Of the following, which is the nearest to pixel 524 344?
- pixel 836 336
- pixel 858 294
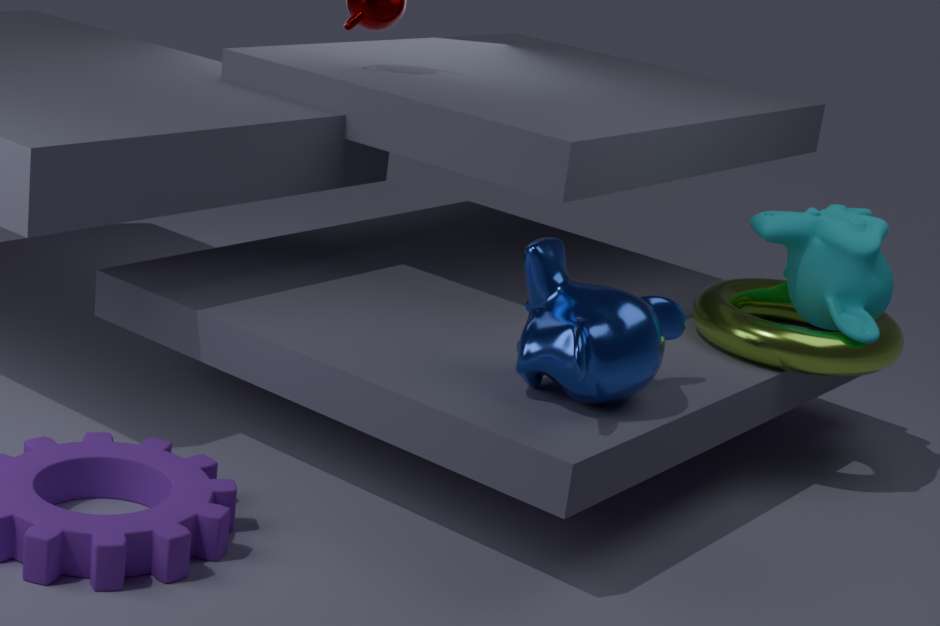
pixel 836 336
